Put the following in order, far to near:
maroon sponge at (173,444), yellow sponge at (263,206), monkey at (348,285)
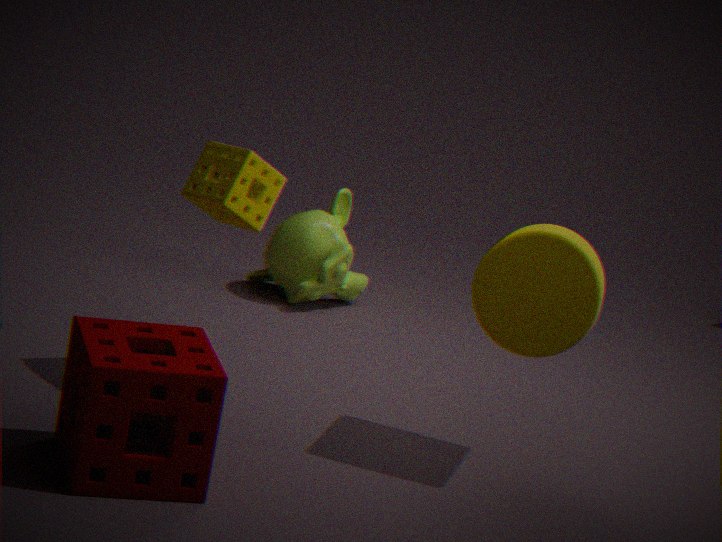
monkey at (348,285) → yellow sponge at (263,206) → maroon sponge at (173,444)
